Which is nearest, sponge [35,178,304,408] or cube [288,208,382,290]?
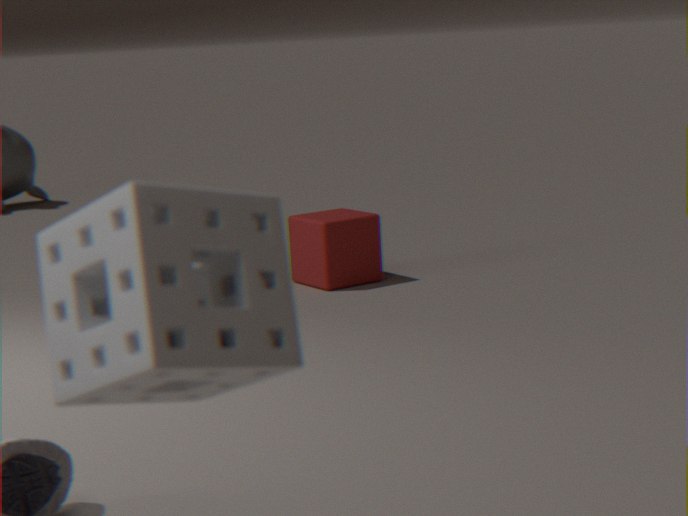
sponge [35,178,304,408]
